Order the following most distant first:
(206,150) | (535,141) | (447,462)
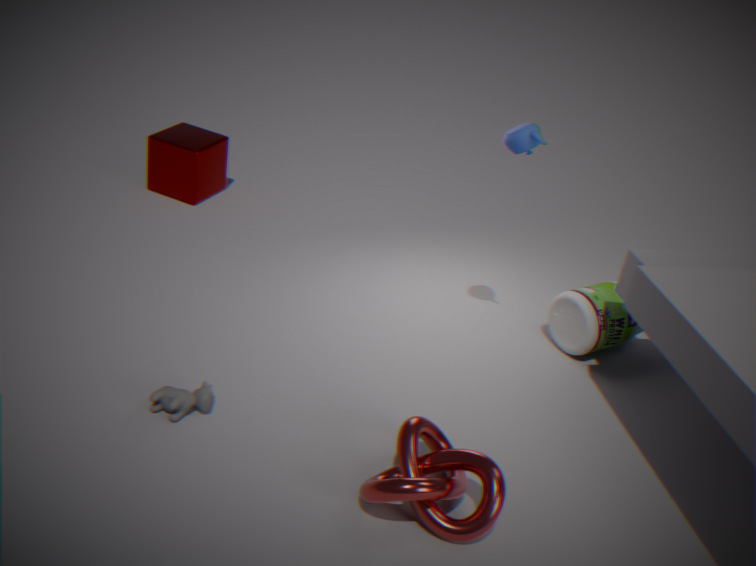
1. (206,150)
2. (535,141)
3. (447,462)
